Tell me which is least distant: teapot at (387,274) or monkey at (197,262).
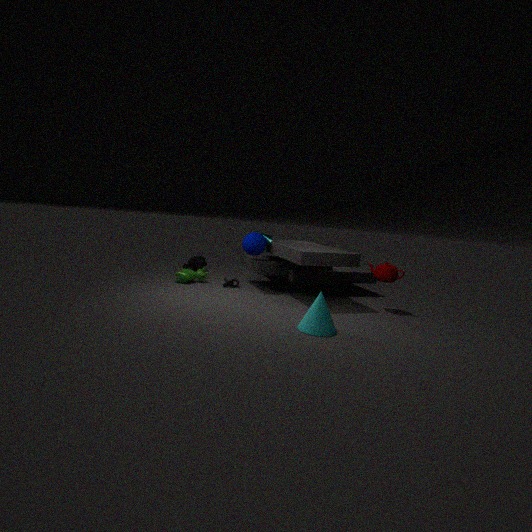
teapot at (387,274)
